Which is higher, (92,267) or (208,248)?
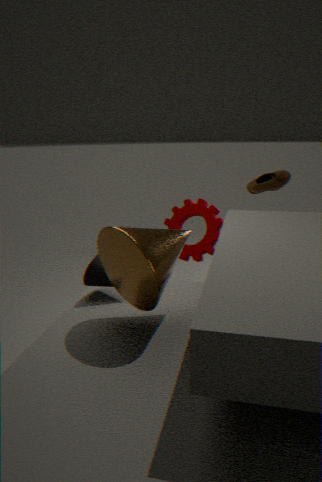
(92,267)
